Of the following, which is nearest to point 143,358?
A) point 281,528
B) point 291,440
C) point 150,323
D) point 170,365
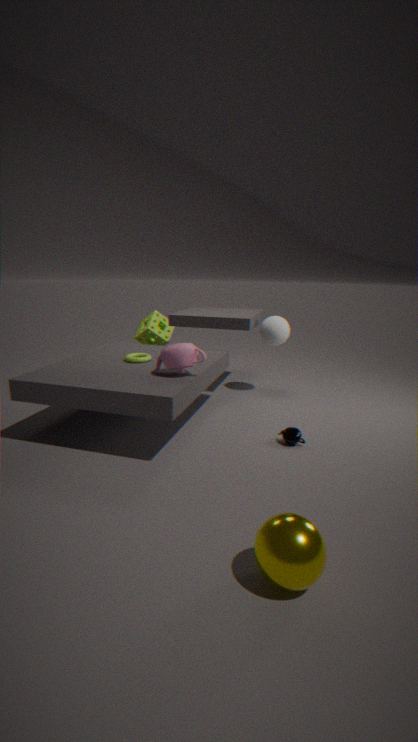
point 170,365
